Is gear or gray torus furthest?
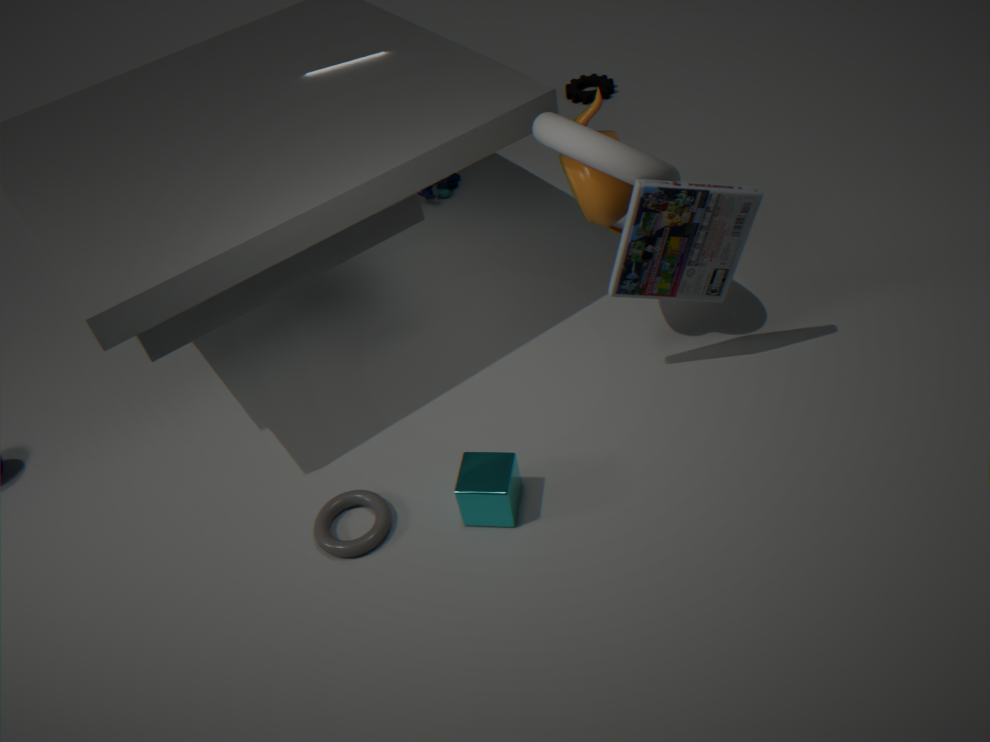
gear
